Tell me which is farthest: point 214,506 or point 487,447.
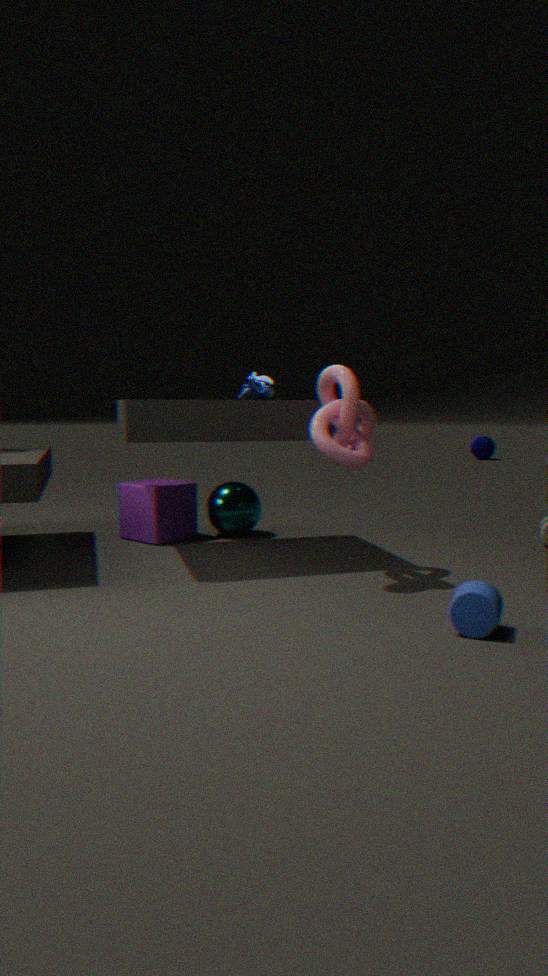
point 487,447
